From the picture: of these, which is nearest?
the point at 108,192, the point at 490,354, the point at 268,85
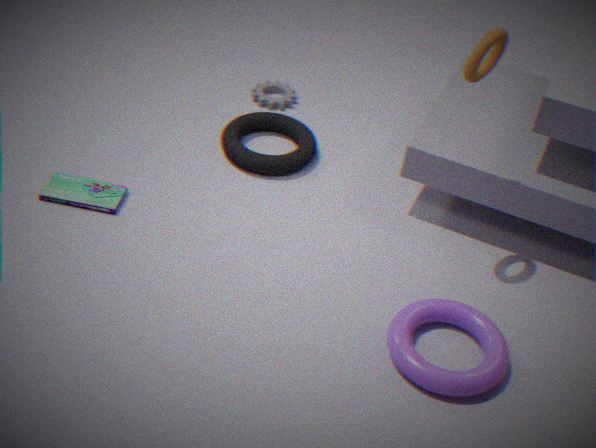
the point at 490,354
